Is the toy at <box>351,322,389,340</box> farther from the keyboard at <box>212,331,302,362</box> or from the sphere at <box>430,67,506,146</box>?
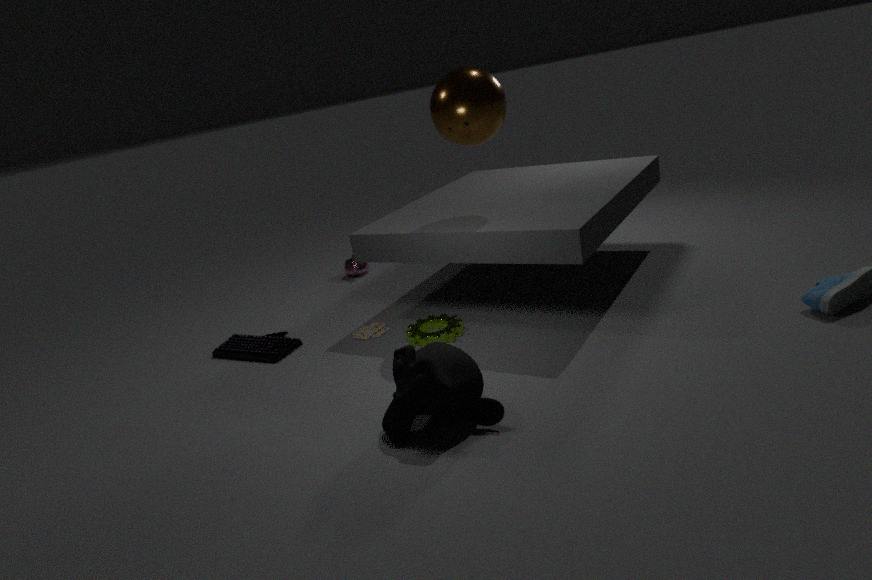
the sphere at <box>430,67,506,146</box>
